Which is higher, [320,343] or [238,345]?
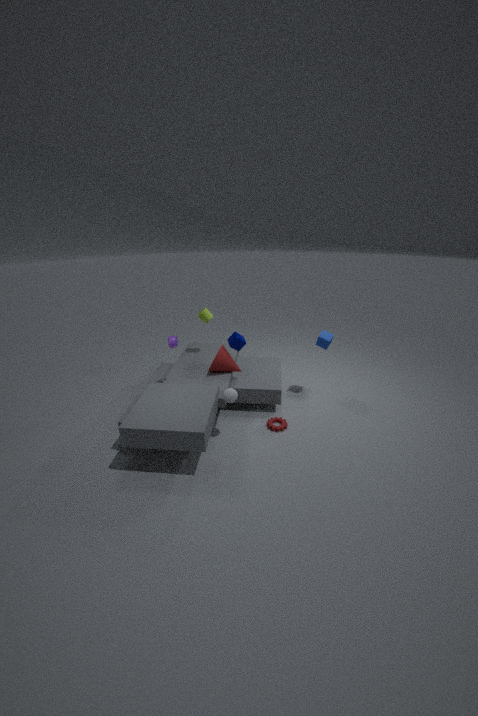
[238,345]
